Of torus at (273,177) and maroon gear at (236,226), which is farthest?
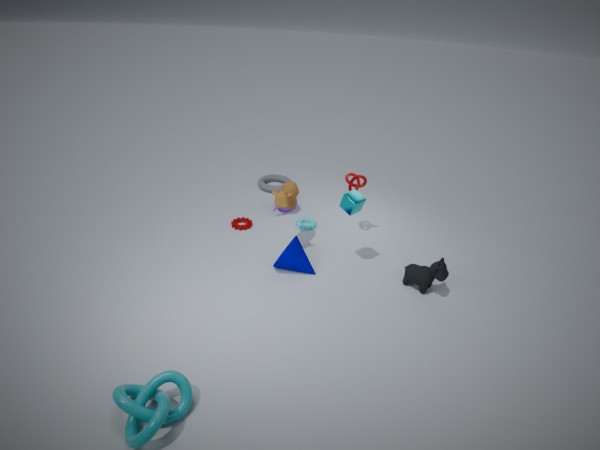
torus at (273,177)
